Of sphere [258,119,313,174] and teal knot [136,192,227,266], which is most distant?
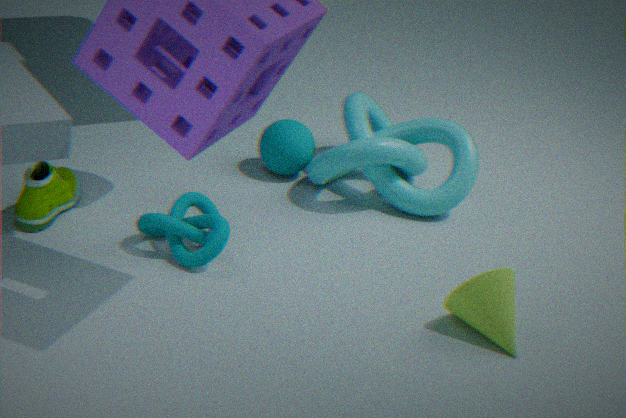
sphere [258,119,313,174]
